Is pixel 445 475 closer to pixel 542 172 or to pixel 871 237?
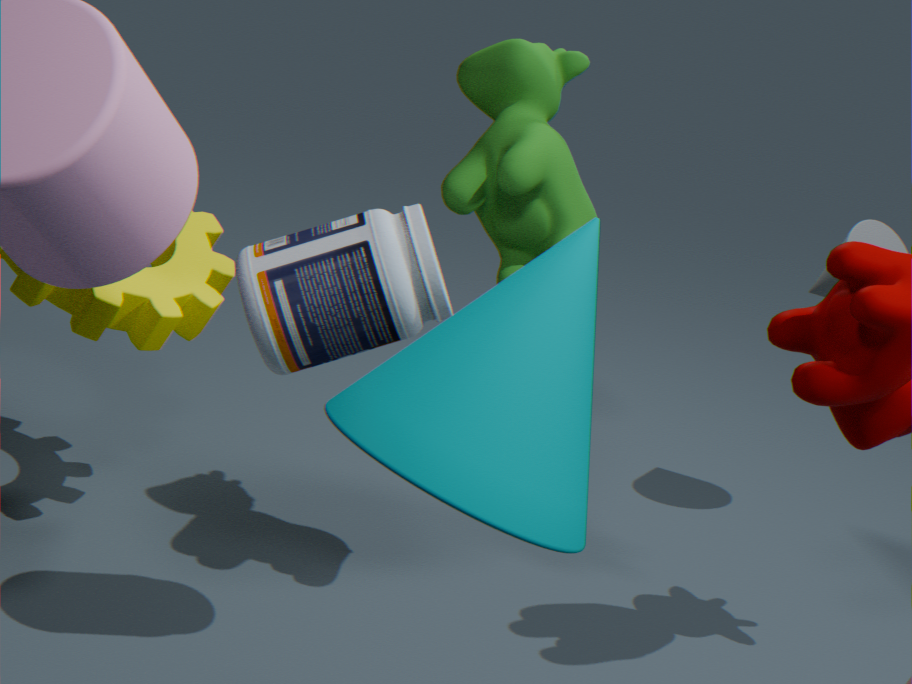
pixel 542 172
